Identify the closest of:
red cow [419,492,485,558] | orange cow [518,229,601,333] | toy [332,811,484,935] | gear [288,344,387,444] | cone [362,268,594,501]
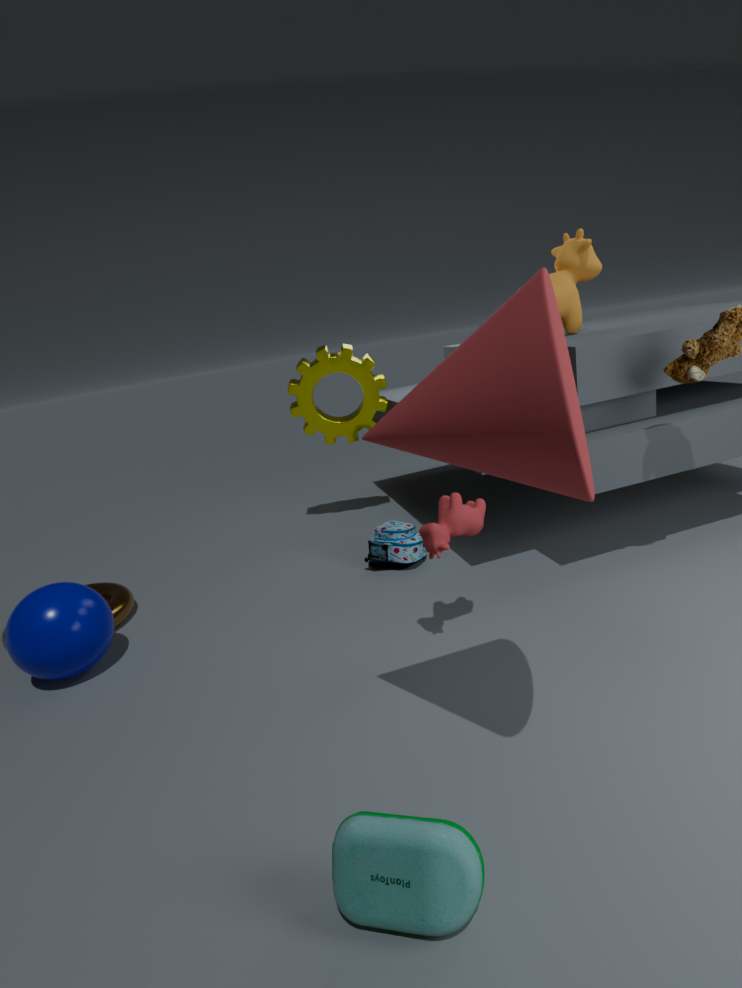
cone [362,268,594,501]
